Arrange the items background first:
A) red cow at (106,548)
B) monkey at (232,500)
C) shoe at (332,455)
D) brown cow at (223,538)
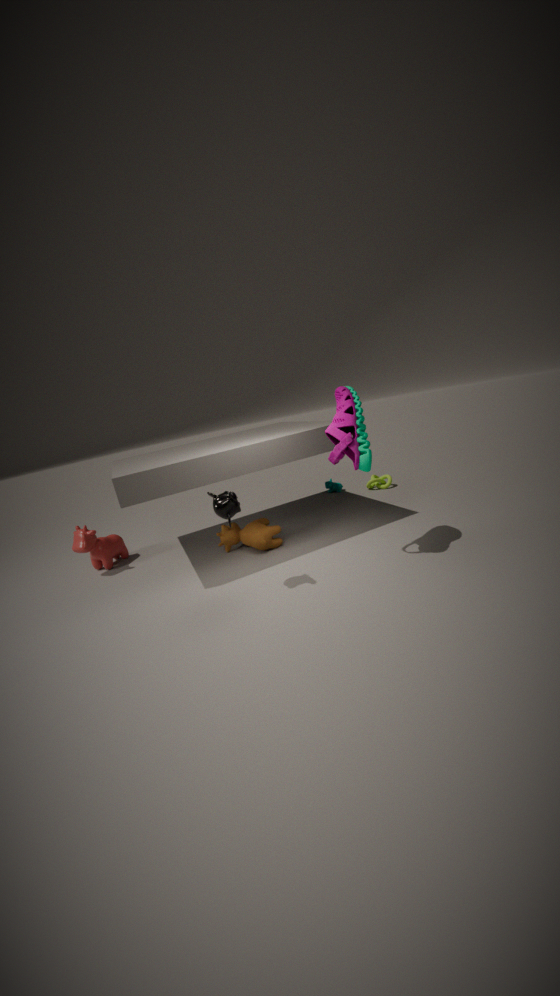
red cow at (106,548), brown cow at (223,538), shoe at (332,455), monkey at (232,500)
